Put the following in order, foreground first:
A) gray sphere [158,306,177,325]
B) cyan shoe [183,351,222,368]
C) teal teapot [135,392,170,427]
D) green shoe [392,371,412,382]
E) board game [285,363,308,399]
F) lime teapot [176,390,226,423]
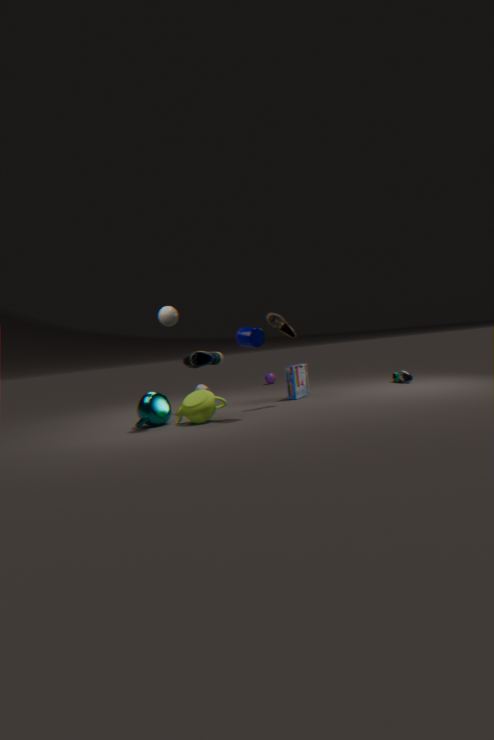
gray sphere [158,306,177,325]
lime teapot [176,390,226,423]
teal teapot [135,392,170,427]
cyan shoe [183,351,222,368]
board game [285,363,308,399]
green shoe [392,371,412,382]
